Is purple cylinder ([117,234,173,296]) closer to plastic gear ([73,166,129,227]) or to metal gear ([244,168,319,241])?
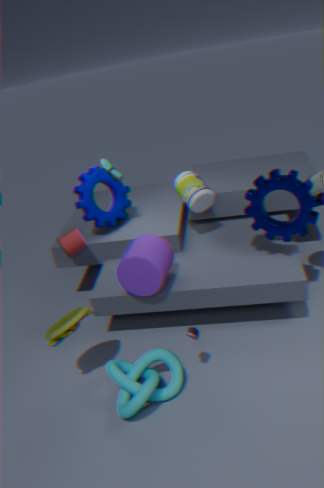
plastic gear ([73,166,129,227])
